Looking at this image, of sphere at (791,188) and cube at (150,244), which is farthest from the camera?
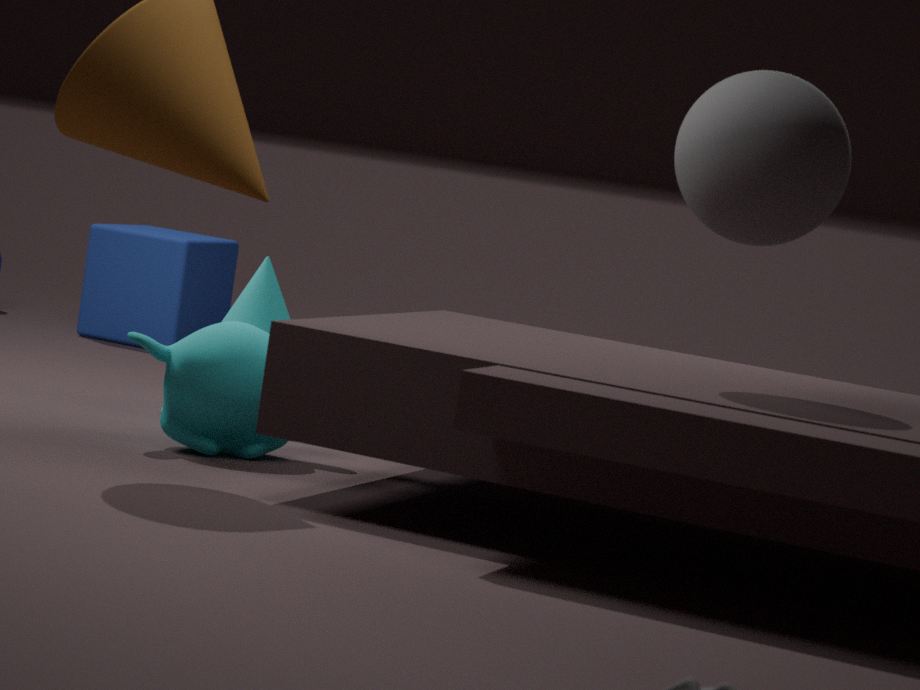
cube at (150,244)
